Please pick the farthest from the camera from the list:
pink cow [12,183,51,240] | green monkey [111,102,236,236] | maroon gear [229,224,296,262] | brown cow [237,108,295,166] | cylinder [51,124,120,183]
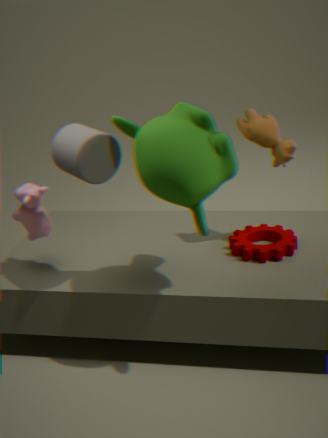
maroon gear [229,224,296,262]
